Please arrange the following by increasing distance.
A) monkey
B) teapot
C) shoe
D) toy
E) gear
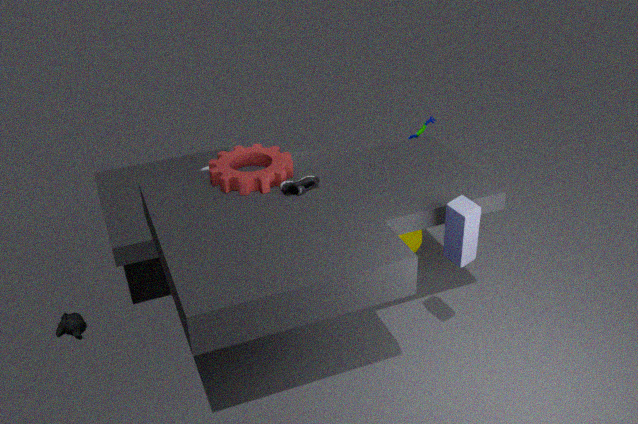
toy < shoe < gear < monkey < teapot
